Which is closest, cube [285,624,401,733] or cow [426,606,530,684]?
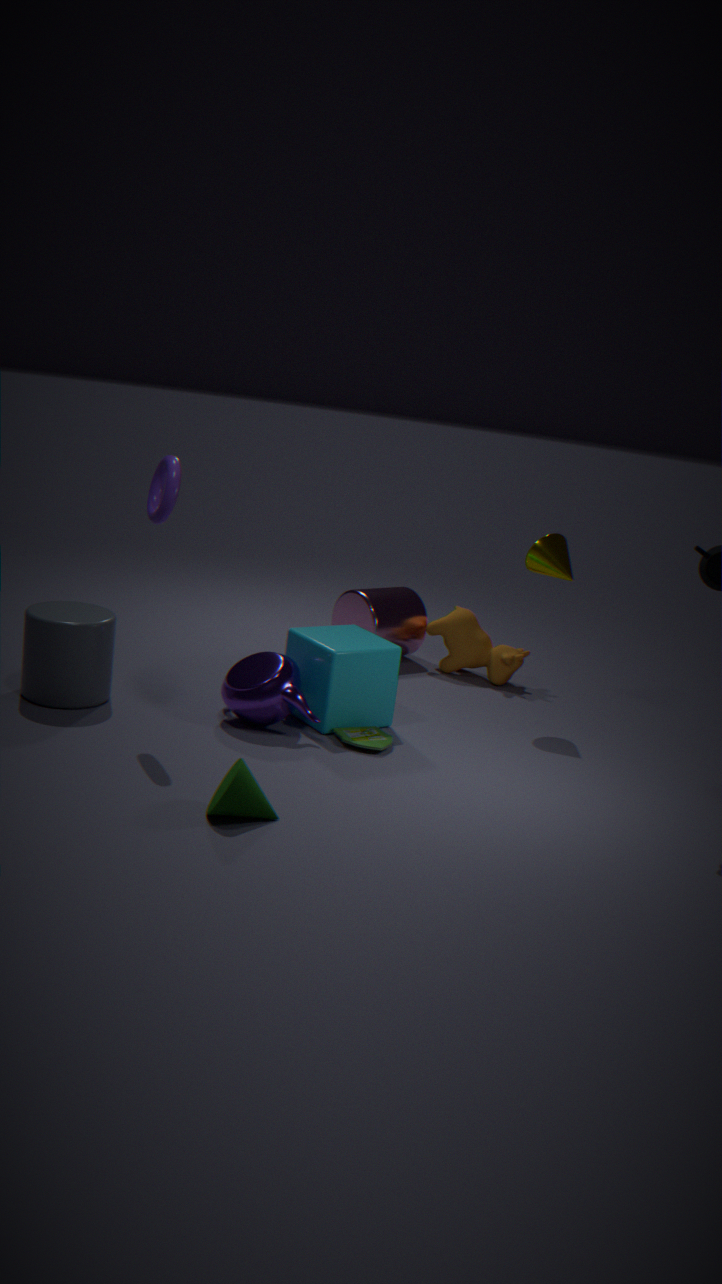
cube [285,624,401,733]
